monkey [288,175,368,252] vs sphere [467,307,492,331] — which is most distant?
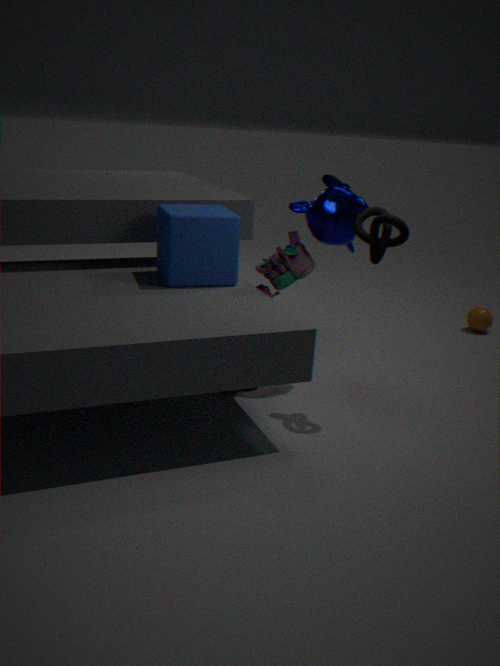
sphere [467,307,492,331]
